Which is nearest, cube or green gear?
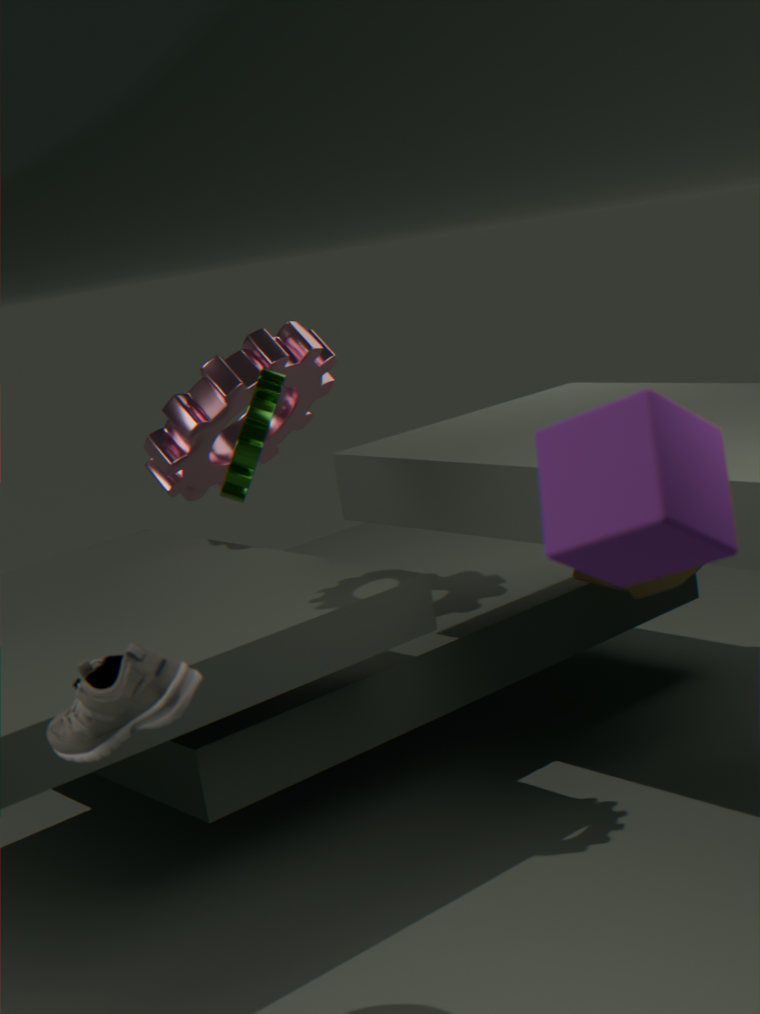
cube
